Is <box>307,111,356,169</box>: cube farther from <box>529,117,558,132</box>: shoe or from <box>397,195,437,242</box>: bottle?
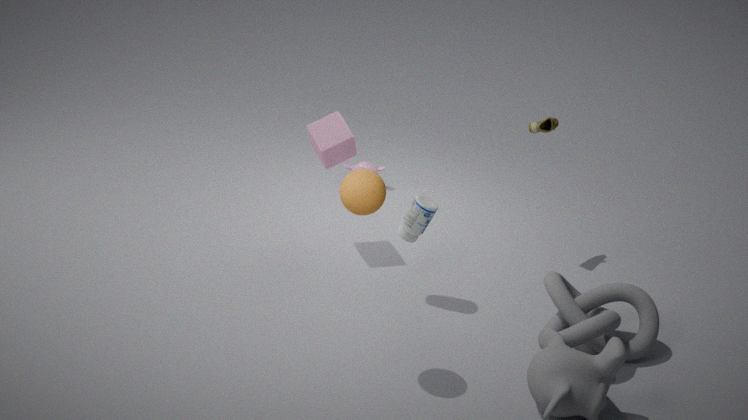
<box>529,117,558,132</box>: shoe
